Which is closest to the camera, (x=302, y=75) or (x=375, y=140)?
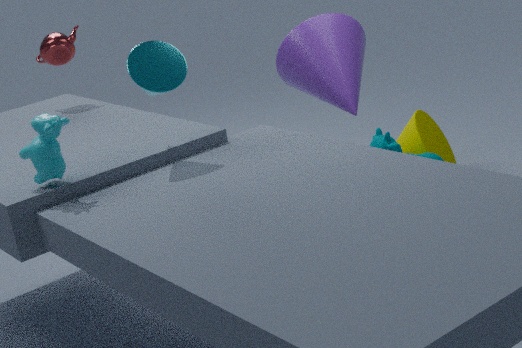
(x=302, y=75)
